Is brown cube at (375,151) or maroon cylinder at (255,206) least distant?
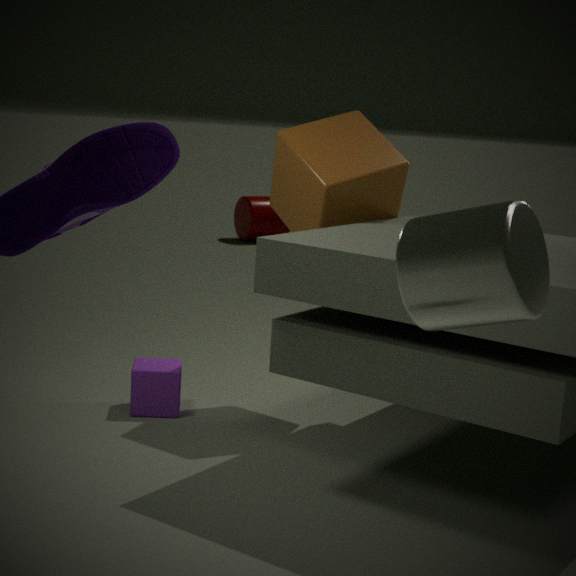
brown cube at (375,151)
